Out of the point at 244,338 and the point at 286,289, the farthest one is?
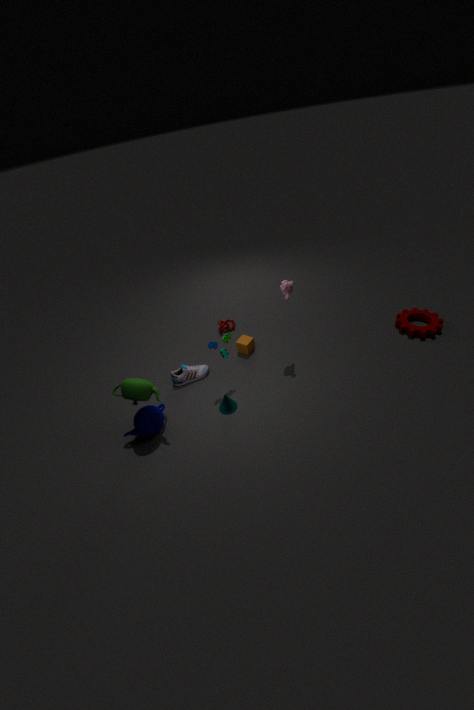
the point at 244,338
